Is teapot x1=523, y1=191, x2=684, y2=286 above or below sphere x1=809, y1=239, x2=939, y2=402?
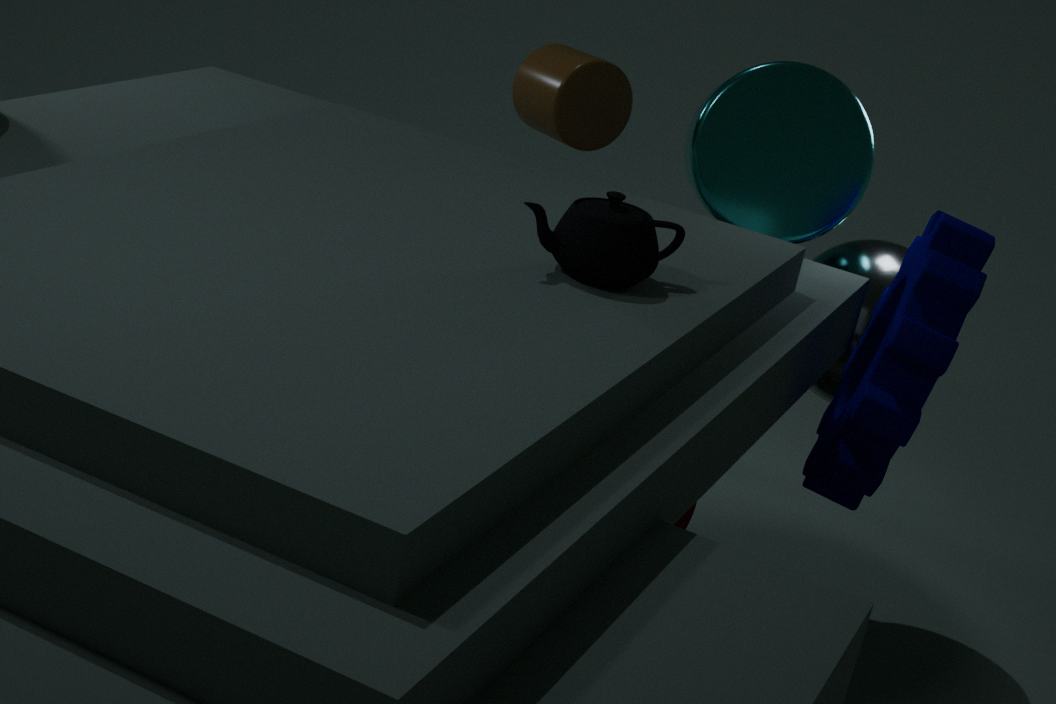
above
